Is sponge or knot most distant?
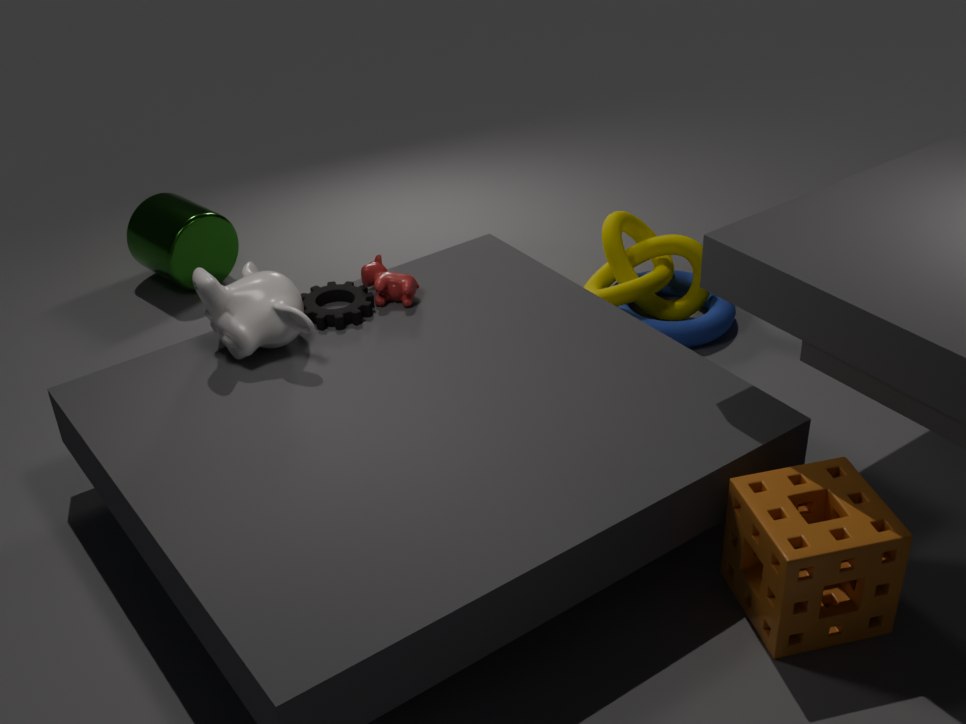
knot
